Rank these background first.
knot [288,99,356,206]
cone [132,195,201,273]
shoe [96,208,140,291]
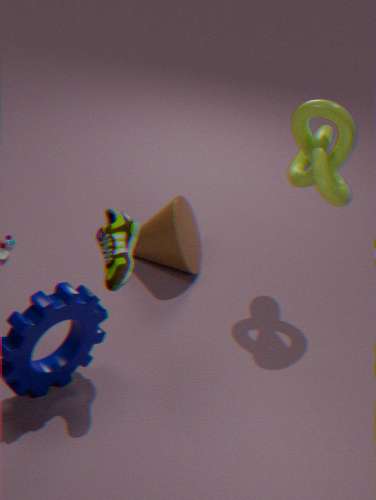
cone [132,195,201,273], knot [288,99,356,206], shoe [96,208,140,291]
